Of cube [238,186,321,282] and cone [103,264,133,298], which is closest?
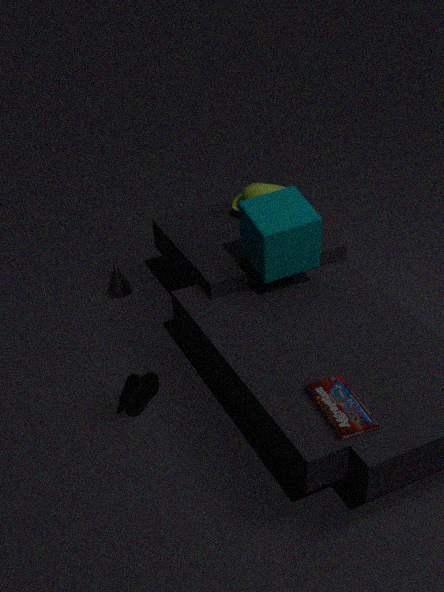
cube [238,186,321,282]
